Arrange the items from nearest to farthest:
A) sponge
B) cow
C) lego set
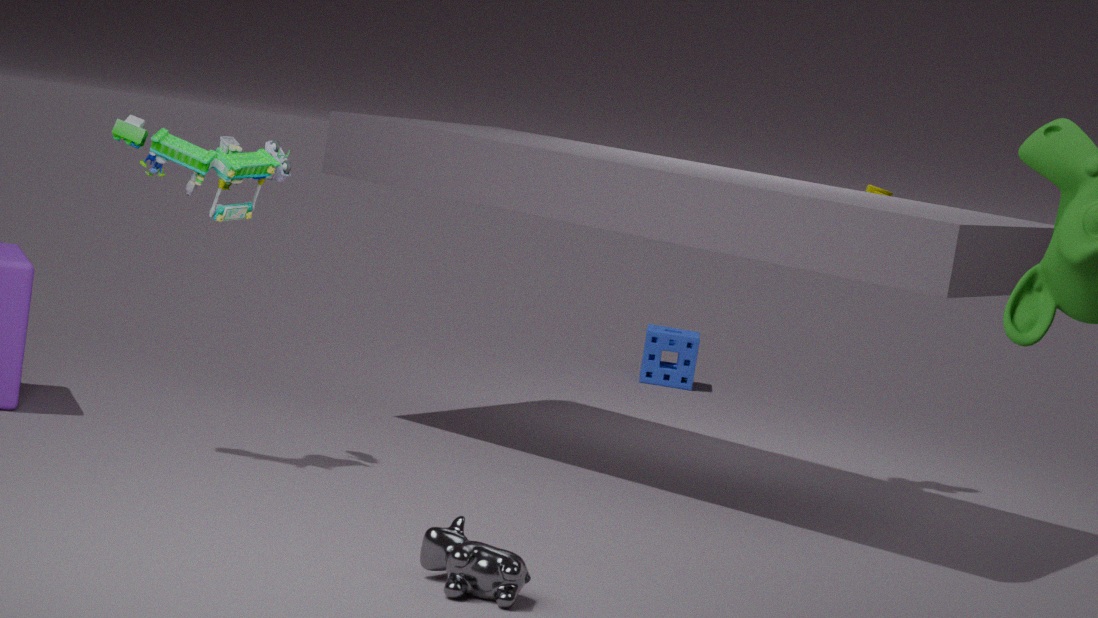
B. cow → C. lego set → A. sponge
